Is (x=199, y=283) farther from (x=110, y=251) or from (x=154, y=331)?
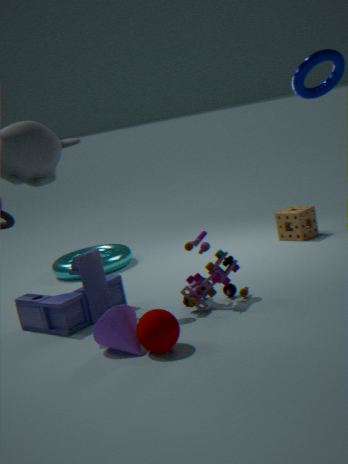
(x=110, y=251)
